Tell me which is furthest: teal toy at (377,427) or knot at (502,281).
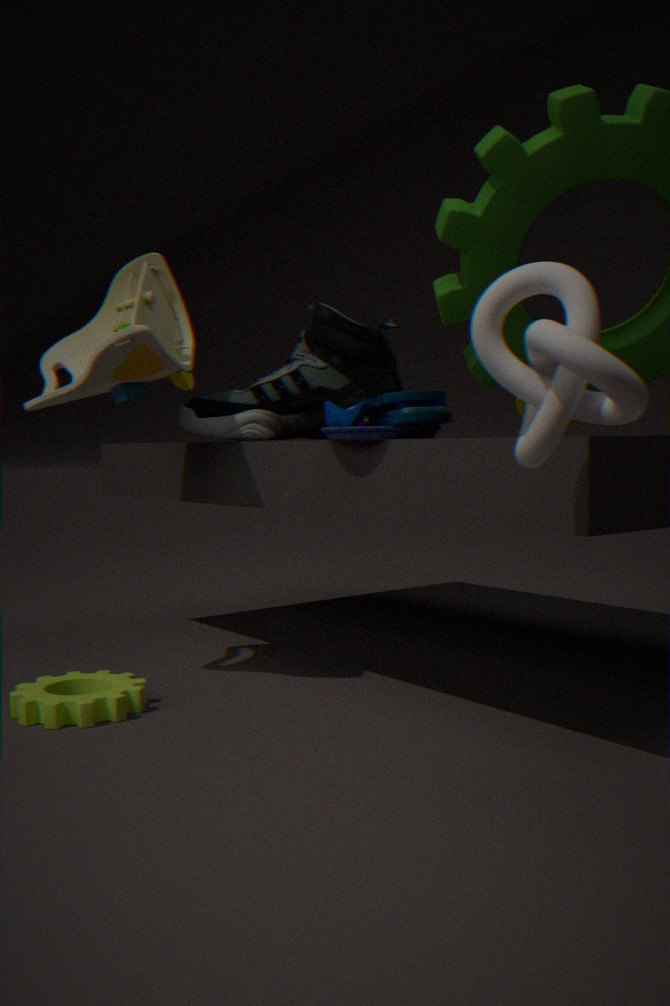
teal toy at (377,427)
